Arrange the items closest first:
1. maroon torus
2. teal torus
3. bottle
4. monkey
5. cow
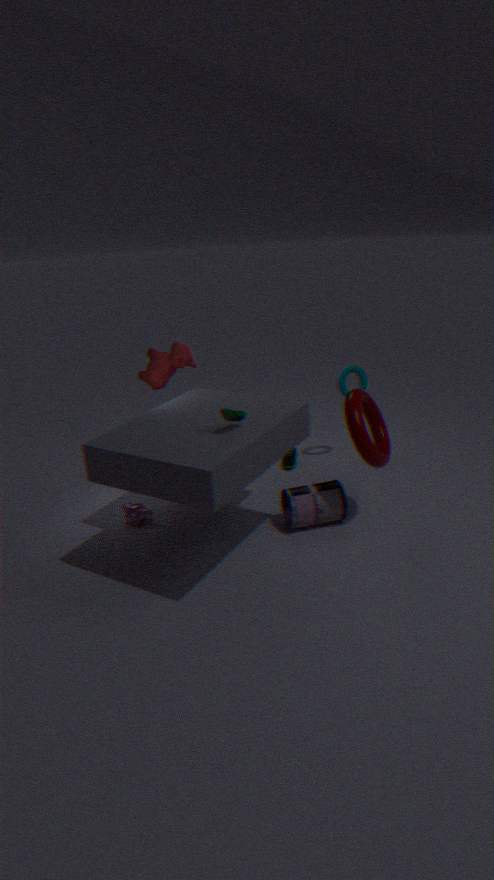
1. maroon torus
2. bottle
3. monkey
4. cow
5. teal torus
